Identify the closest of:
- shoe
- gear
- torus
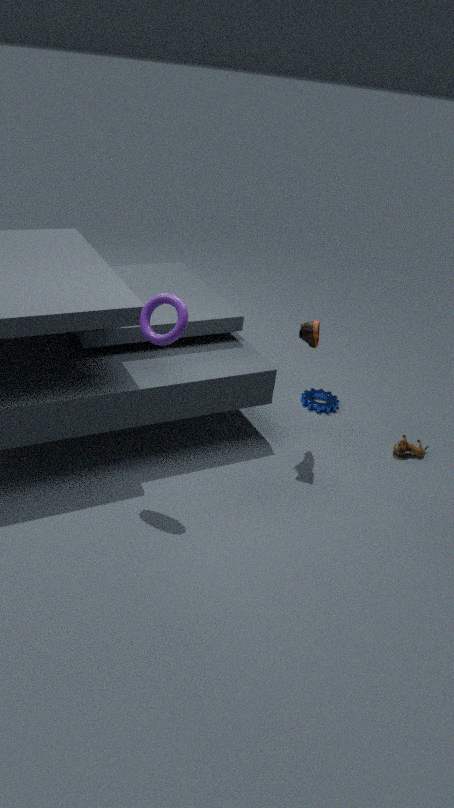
torus
